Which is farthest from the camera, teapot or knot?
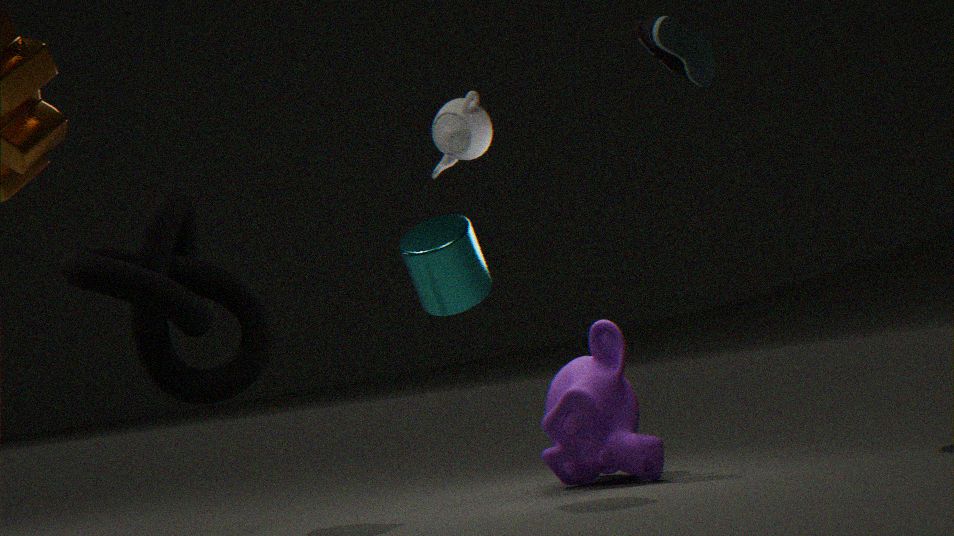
teapot
